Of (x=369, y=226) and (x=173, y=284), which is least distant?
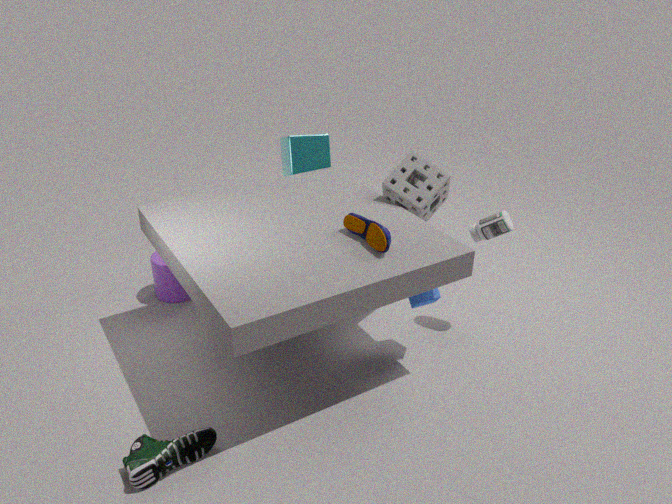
(x=369, y=226)
